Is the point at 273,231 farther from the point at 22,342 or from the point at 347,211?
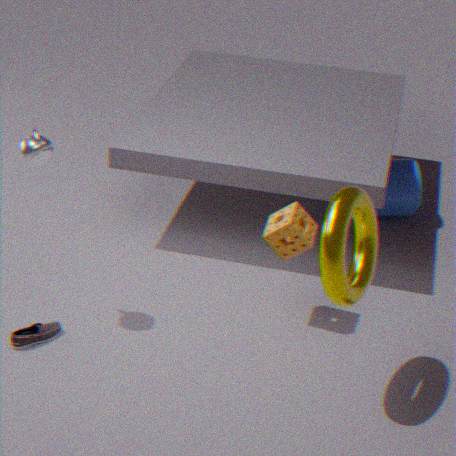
A: the point at 22,342
